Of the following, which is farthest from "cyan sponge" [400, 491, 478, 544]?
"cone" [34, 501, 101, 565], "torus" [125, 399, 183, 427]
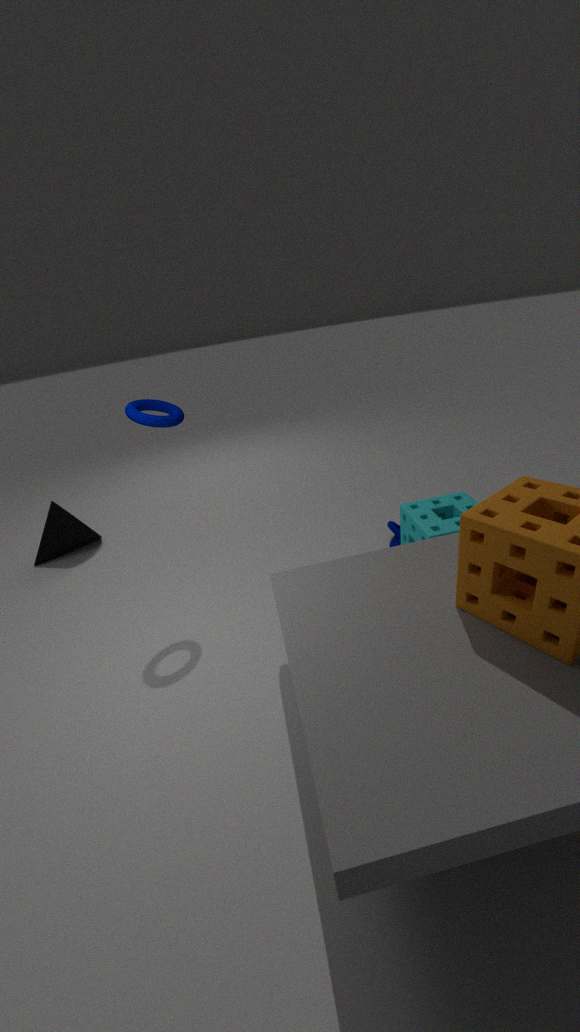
"cone" [34, 501, 101, 565]
